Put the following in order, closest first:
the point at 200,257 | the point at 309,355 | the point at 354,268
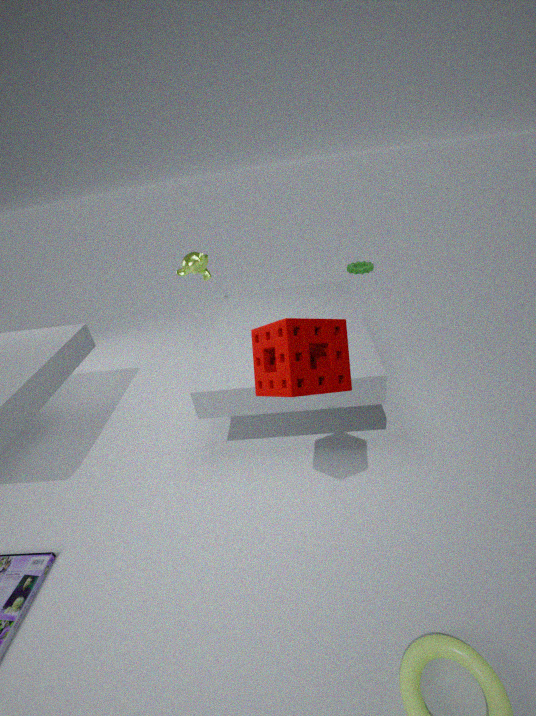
the point at 309,355 < the point at 200,257 < the point at 354,268
